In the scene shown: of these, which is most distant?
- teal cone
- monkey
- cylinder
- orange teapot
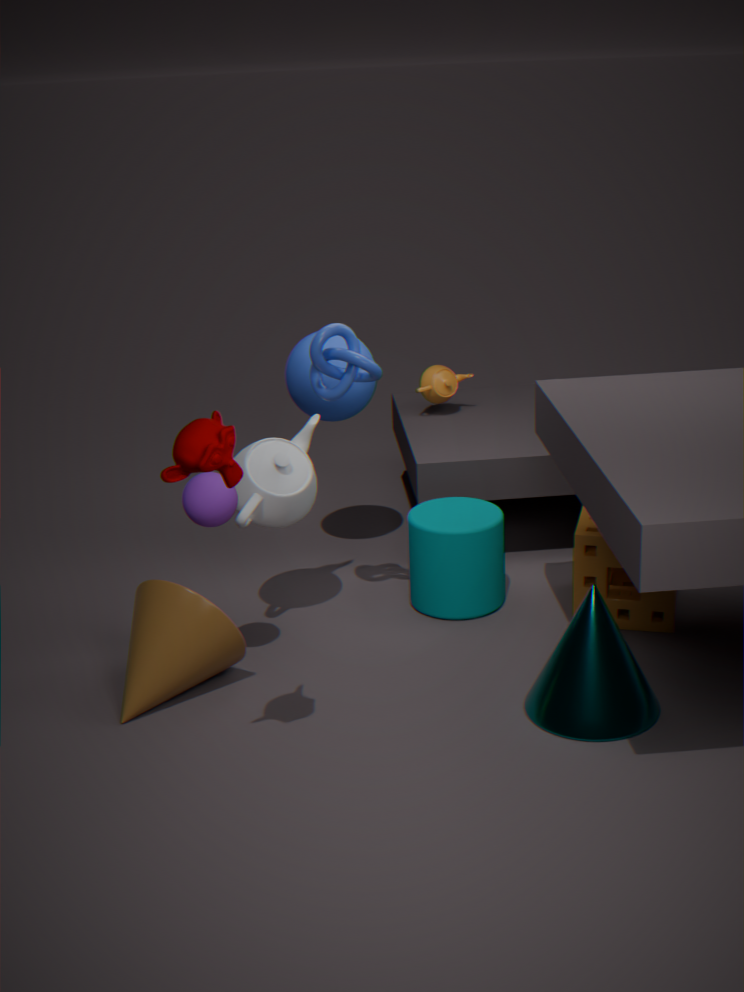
orange teapot
